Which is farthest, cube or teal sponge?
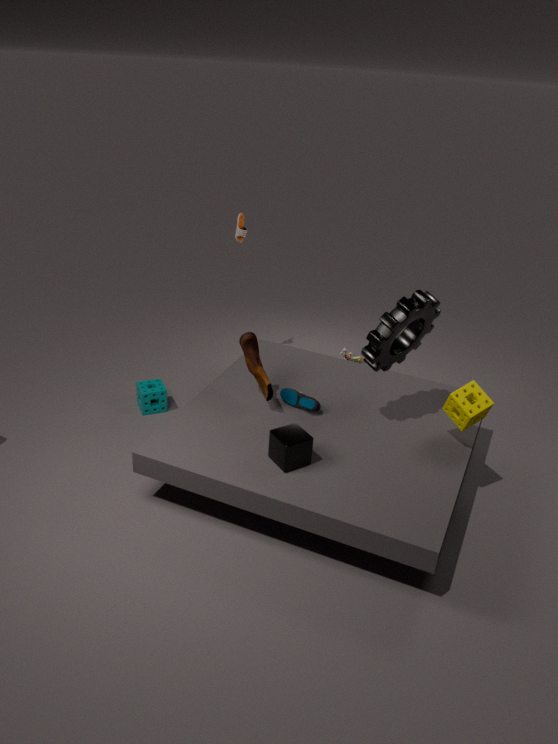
teal sponge
